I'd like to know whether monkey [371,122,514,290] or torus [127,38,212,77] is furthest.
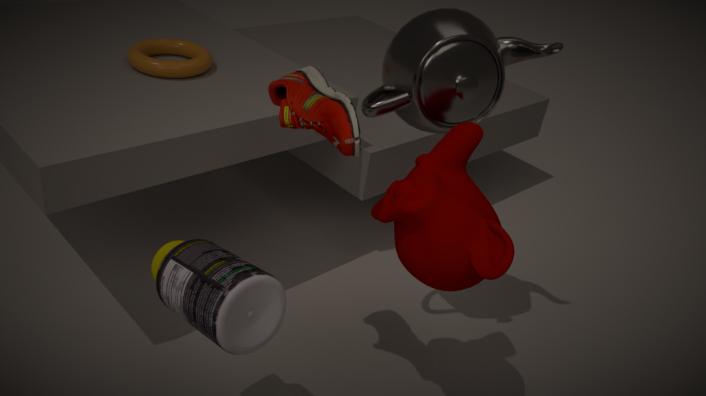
torus [127,38,212,77]
